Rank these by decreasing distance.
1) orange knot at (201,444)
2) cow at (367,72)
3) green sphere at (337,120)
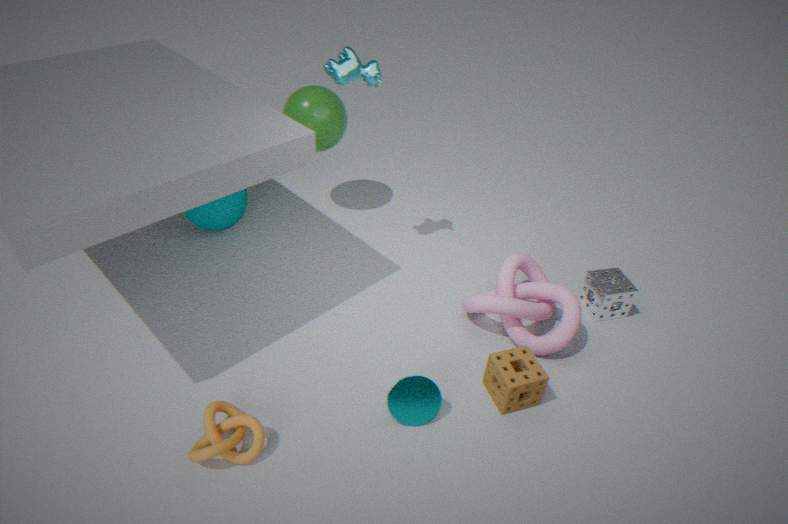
1. 3. green sphere at (337,120)
2. 2. cow at (367,72)
3. 1. orange knot at (201,444)
